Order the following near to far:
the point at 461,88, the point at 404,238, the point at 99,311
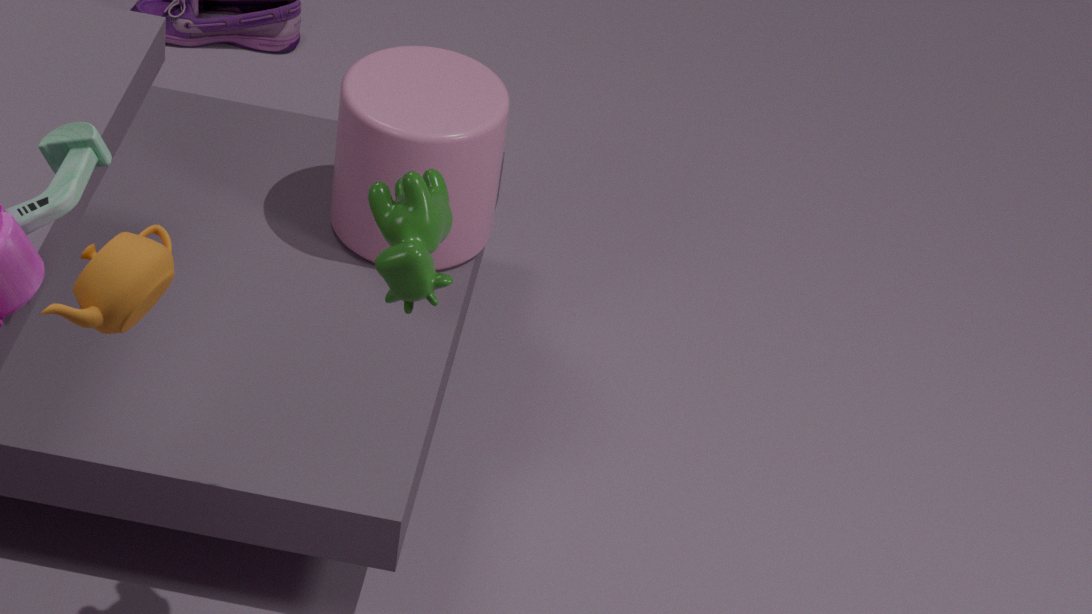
the point at 99,311 < the point at 404,238 < the point at 461,88
